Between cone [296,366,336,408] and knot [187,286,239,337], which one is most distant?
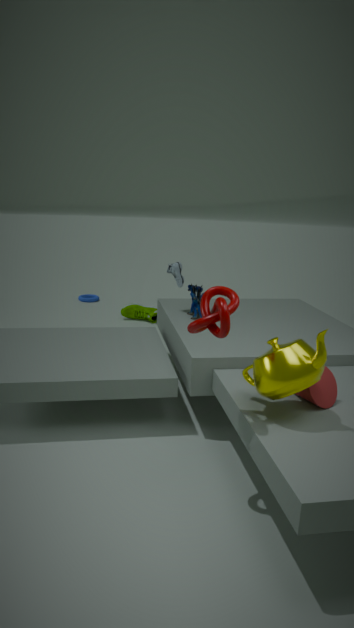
cone [296,366,336,408]
